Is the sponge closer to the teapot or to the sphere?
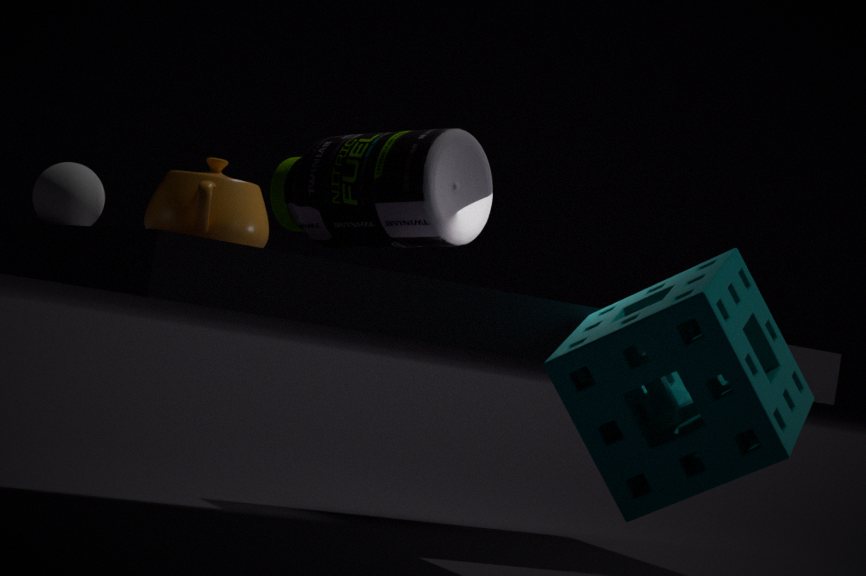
the teapot
